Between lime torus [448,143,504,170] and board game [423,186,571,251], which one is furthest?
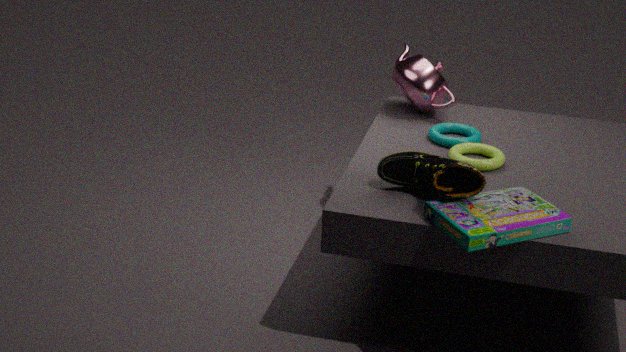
lime torus [448,143,504,170]
